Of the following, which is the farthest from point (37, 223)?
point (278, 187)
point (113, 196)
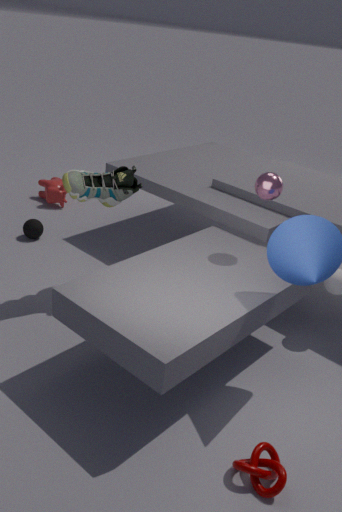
point (278, 187)
